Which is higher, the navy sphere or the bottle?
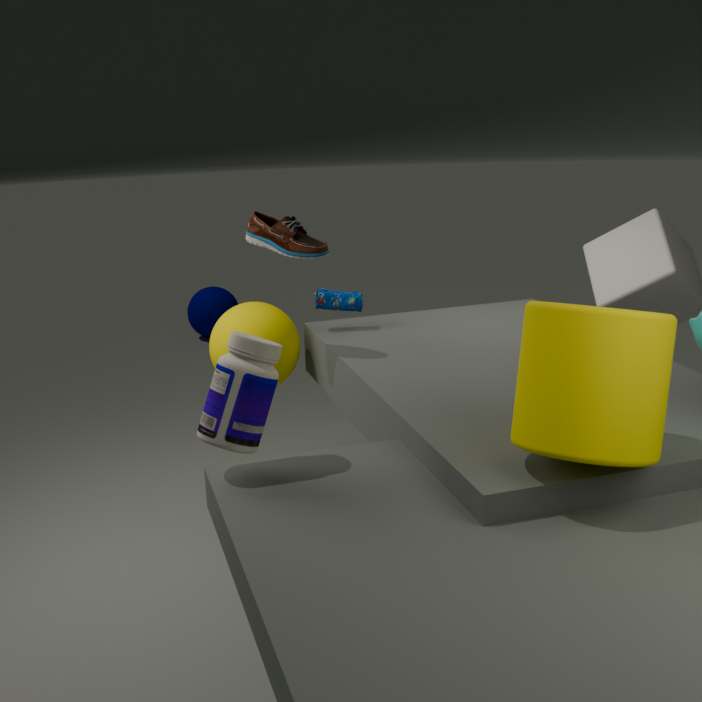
the bottle
